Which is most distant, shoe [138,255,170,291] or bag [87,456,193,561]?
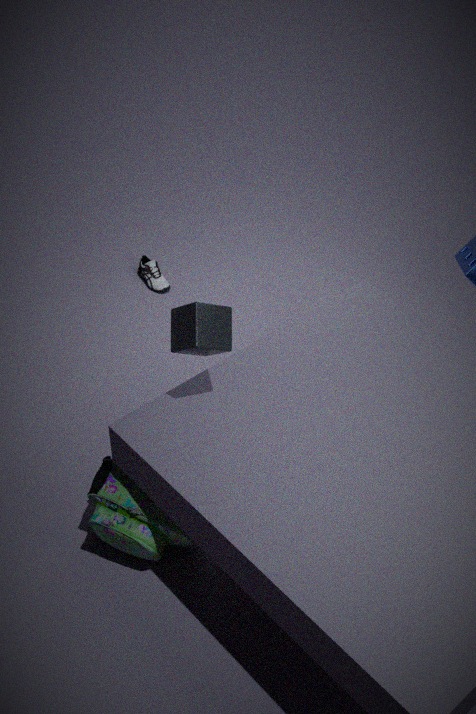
shoe [138,255,170,291]
